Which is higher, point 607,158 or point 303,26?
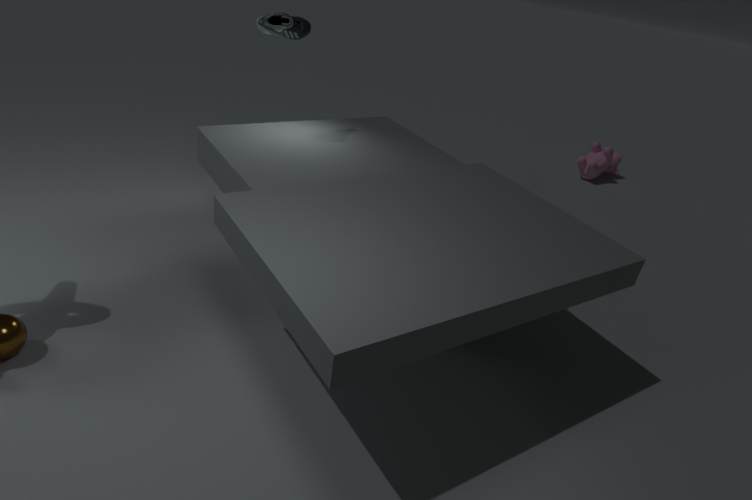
Answer: point 303,26
